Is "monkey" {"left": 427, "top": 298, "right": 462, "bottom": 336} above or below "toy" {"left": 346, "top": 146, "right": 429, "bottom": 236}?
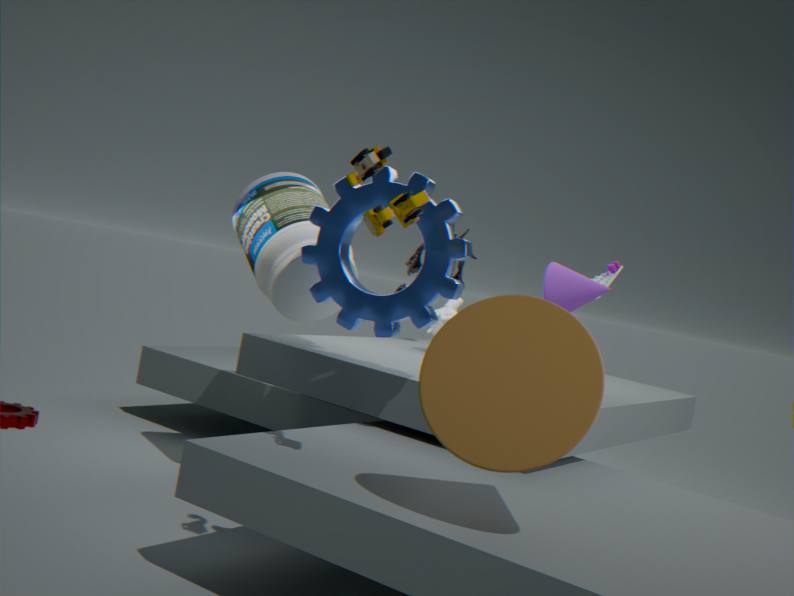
below
